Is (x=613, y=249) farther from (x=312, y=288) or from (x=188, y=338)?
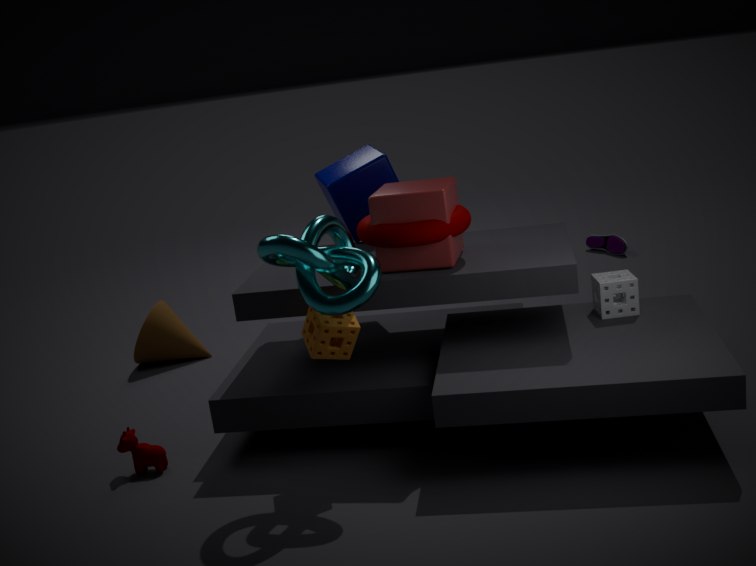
(x=312, y=288)
